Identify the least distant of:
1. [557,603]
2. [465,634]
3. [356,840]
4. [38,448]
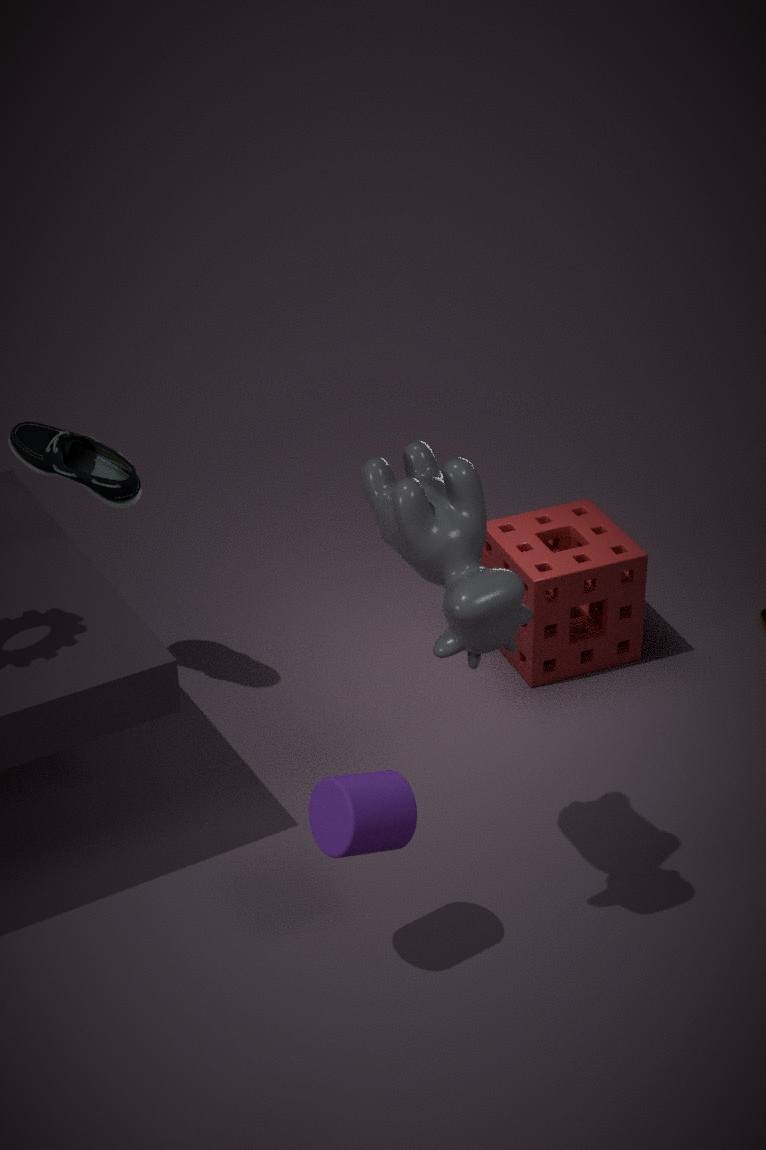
[465,634]
